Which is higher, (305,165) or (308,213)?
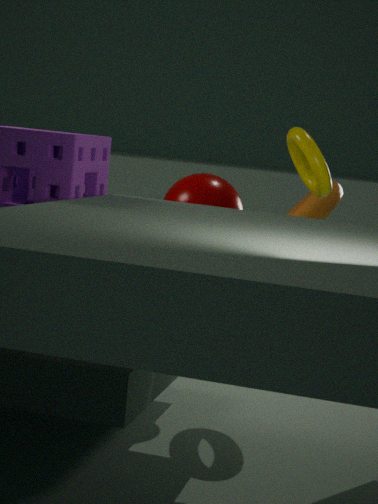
(305,165)
